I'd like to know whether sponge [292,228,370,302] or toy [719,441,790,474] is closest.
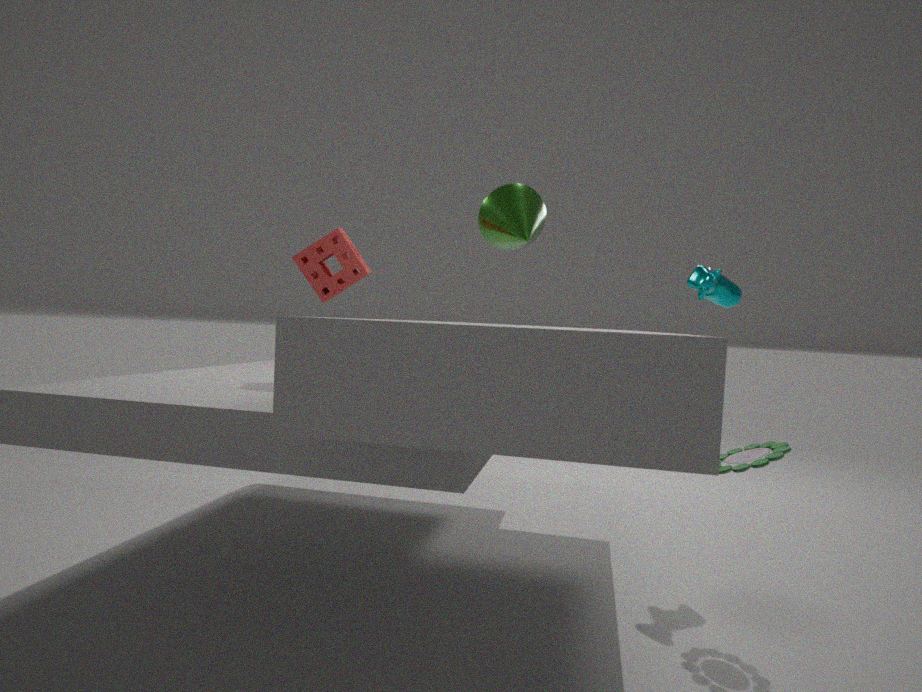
toy [719,441,790,474]
